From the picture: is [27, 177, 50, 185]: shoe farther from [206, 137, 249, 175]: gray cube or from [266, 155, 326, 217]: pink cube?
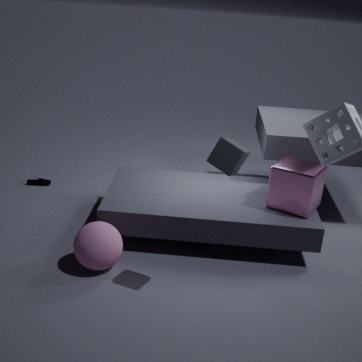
[206, 137, 249, 175]: gray cube
